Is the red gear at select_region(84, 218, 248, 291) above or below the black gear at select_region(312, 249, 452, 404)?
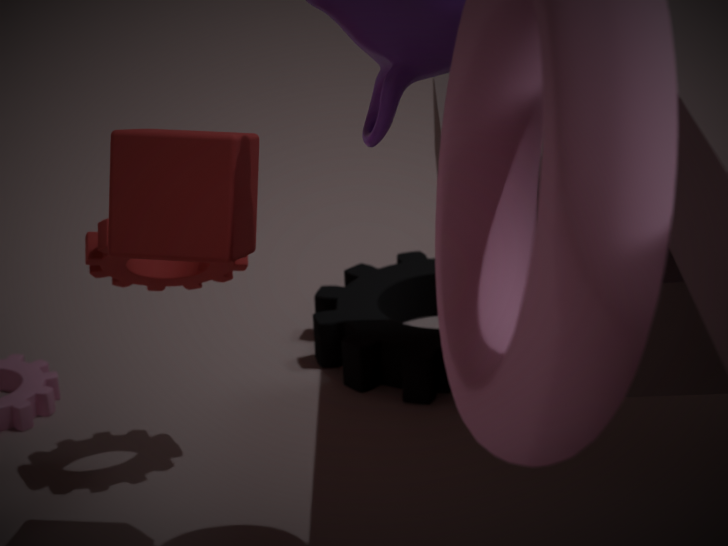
above
